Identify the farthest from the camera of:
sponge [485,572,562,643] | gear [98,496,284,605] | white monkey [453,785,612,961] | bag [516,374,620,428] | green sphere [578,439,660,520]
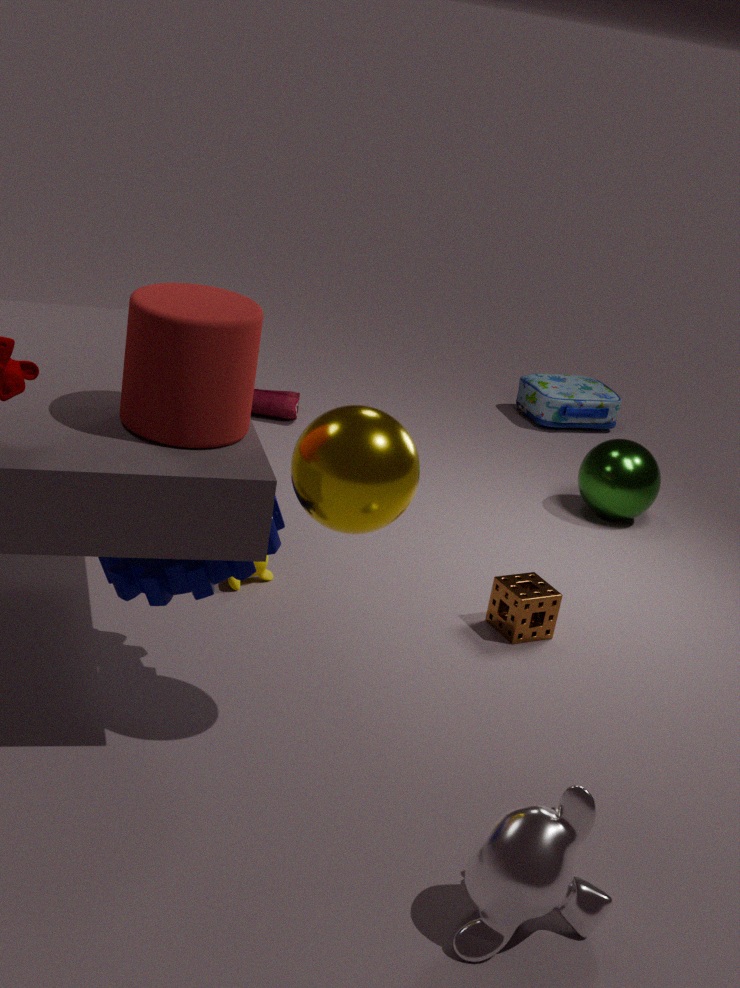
bag [516,374,620,428]
